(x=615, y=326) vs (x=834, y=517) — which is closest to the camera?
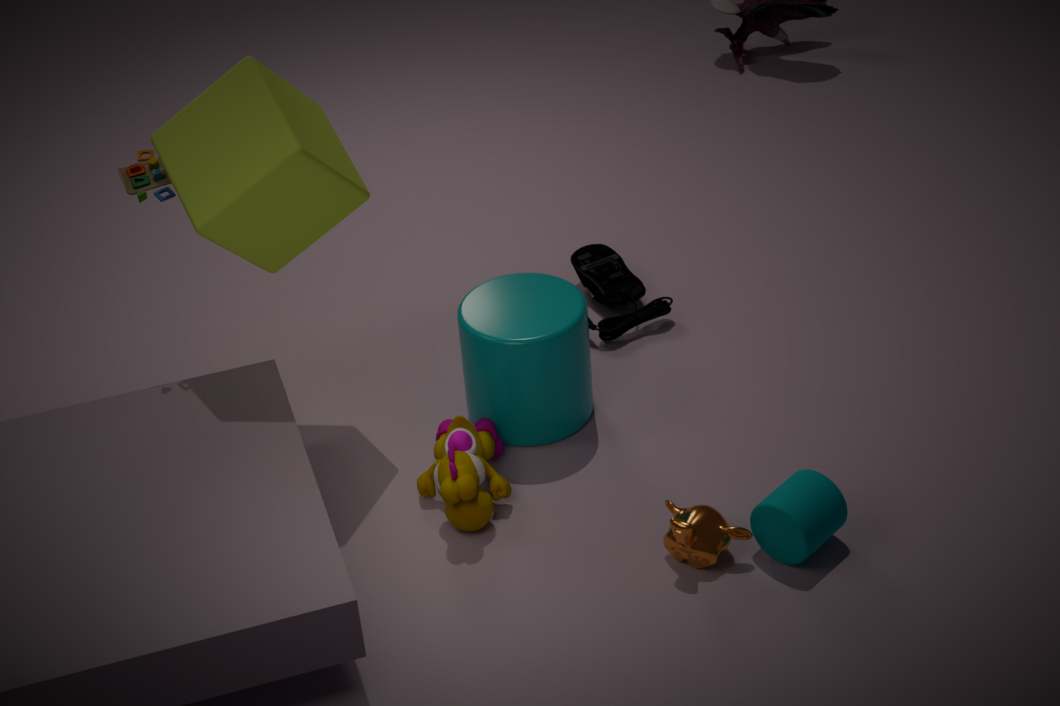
(x=834, y=517)
